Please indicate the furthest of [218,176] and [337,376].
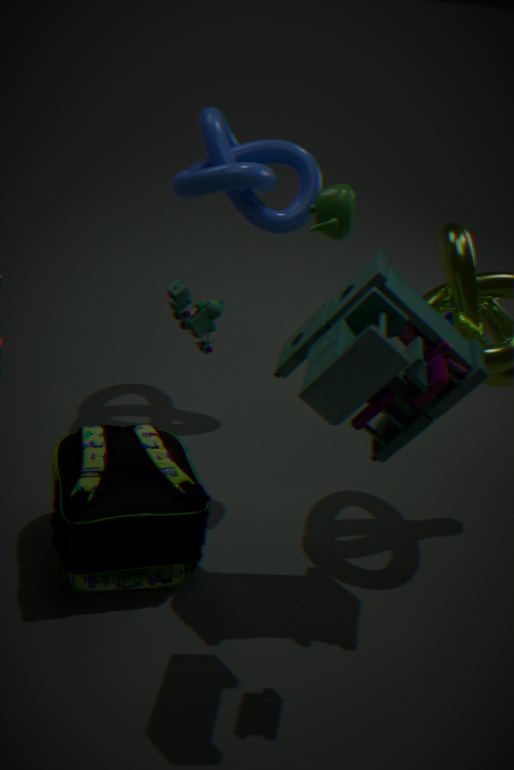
[218,176]
